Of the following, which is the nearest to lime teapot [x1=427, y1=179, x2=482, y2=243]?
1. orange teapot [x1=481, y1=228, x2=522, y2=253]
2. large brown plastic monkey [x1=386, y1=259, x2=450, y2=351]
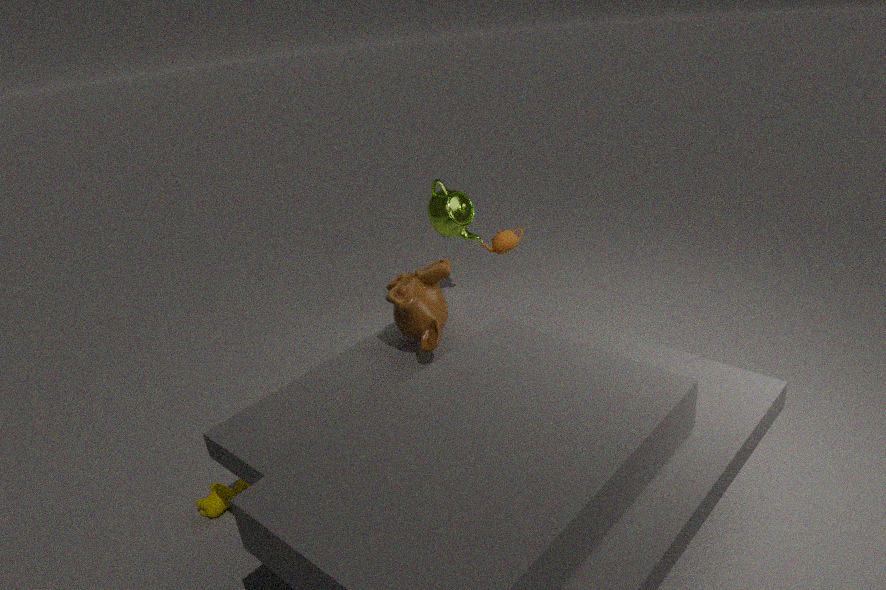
orange teapot [x1=481, y1=228, x2=522, y2=253]
